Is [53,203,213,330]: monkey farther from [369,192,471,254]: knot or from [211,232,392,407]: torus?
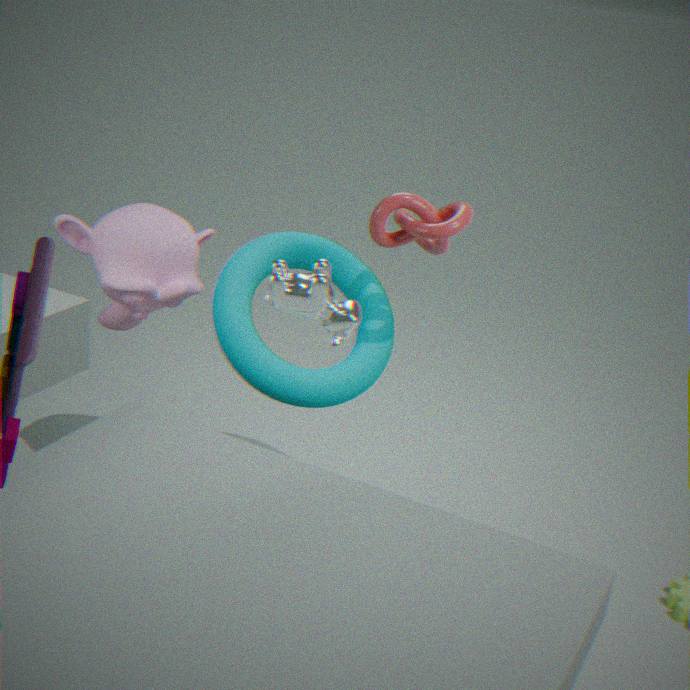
[369,192,471,254]: knot
